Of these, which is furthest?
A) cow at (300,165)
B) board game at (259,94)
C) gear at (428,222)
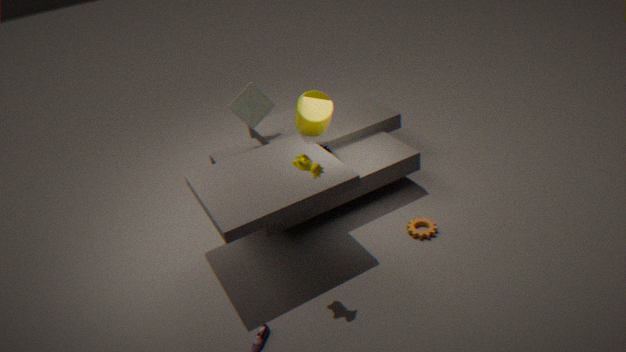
board game at (259,94)
